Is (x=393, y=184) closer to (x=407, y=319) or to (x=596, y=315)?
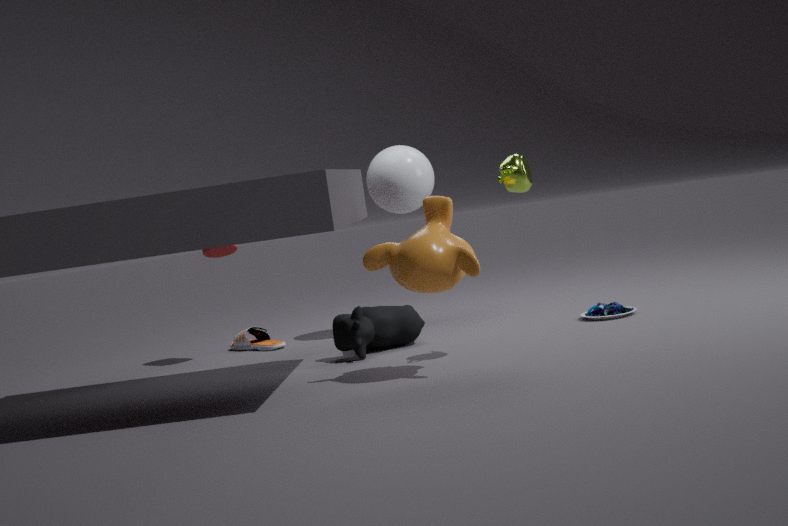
(x=407, y=319)
